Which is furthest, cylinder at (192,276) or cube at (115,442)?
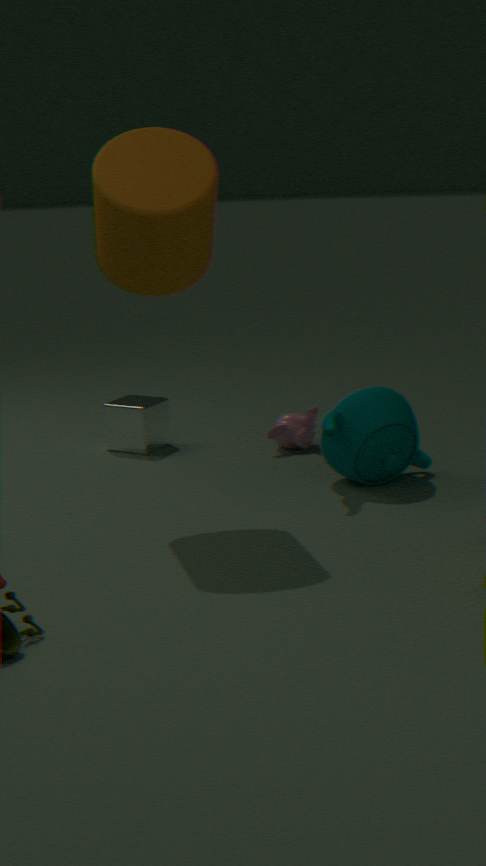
cube at (115,442)
